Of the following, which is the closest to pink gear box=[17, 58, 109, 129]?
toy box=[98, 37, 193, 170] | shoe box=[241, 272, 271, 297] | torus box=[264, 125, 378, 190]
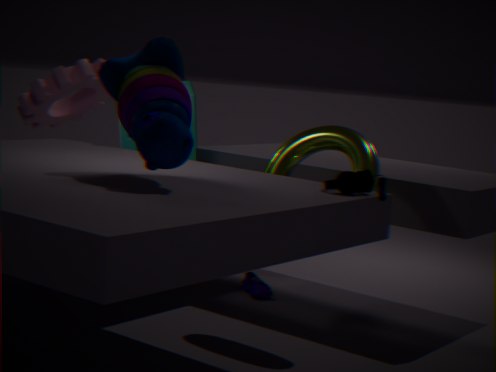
torus box=[264, 125, 378, 190]
